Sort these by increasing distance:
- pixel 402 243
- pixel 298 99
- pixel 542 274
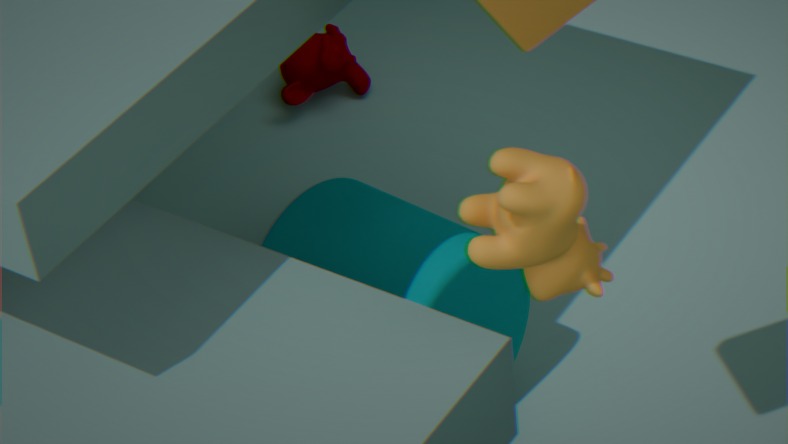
1. pixel 542 274
2. pixel 402 243
3. pixel 298 99
